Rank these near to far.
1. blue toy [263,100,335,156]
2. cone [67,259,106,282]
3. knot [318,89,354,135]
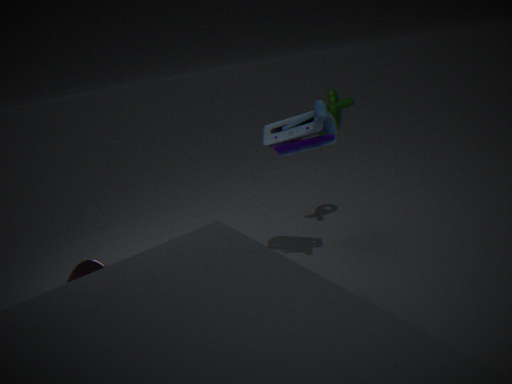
blue toy [263,100,335,156], cone [67,259,106,282], knot [318,89,354,135]
